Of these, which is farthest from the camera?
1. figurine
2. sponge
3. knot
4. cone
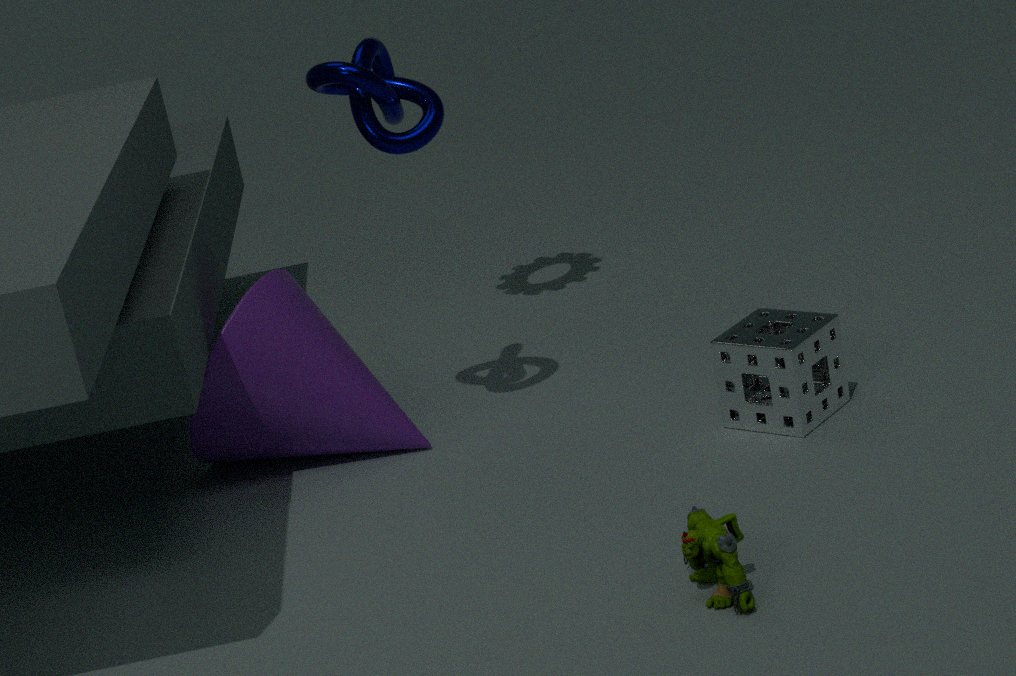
cone
